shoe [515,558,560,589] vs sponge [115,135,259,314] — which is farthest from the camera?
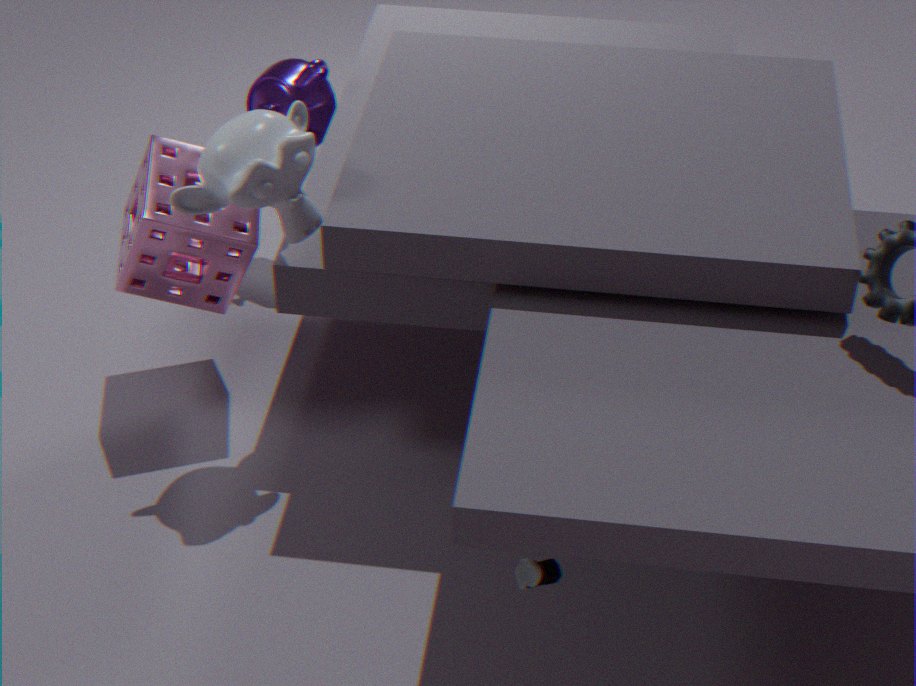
sponge [115,135,259,314]
